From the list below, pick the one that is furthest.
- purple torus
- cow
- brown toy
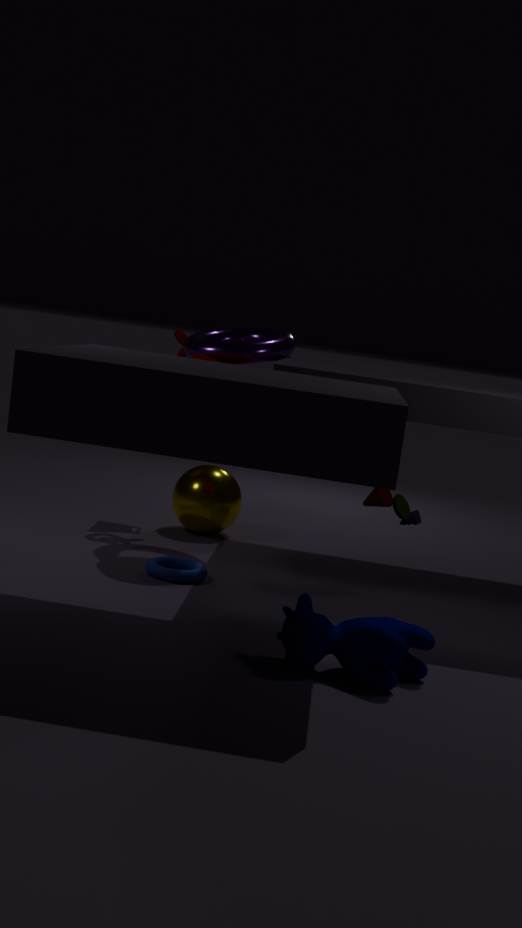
purple torus
